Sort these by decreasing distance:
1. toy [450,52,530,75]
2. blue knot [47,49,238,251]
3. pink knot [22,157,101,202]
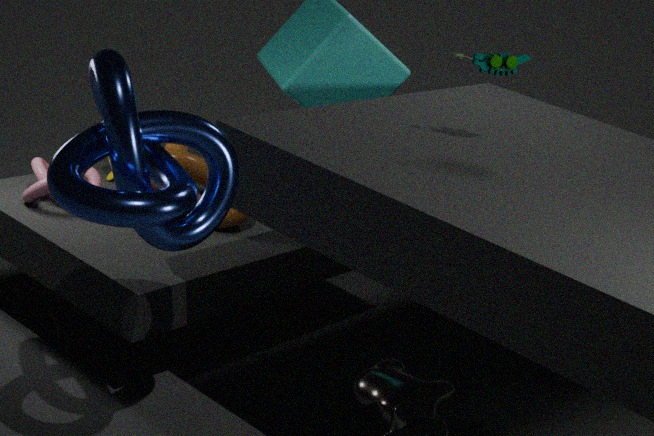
pink knot [22,157,101,202] → toy [450,52,530,75] → blue knot [47,49,238,251]
